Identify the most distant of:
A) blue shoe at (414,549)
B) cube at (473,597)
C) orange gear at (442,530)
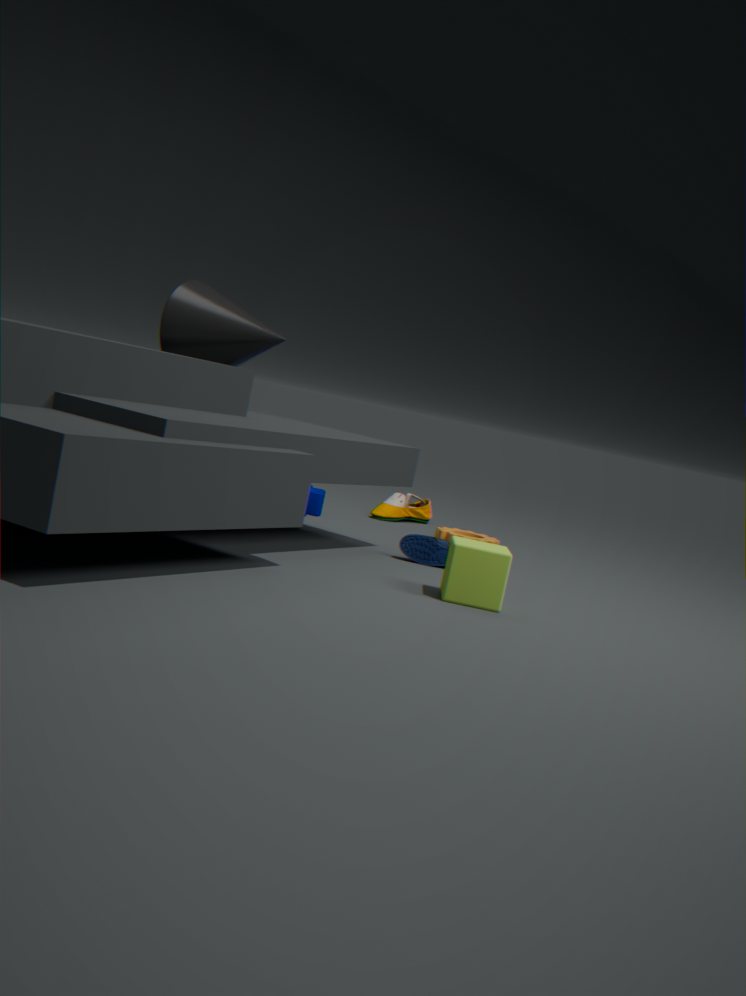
orange gear at (442,530)
